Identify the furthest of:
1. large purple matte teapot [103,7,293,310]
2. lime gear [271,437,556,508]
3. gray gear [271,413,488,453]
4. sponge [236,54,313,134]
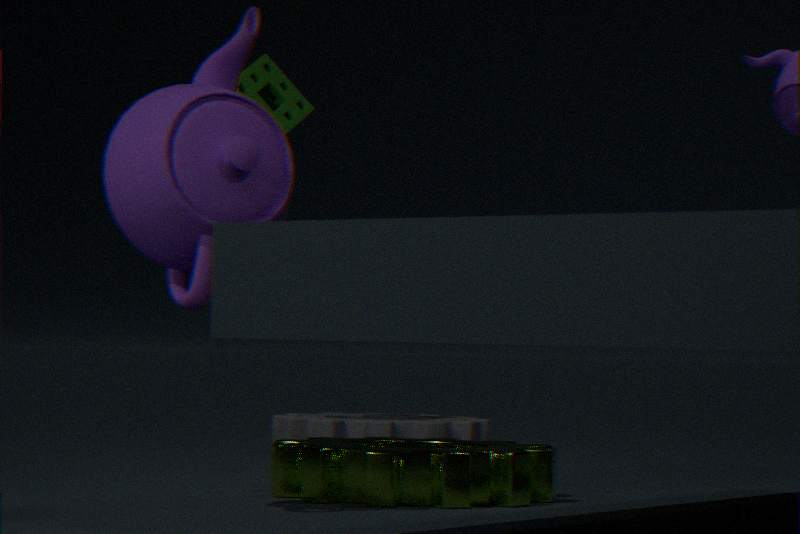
gray gear [271,413,488,453]
